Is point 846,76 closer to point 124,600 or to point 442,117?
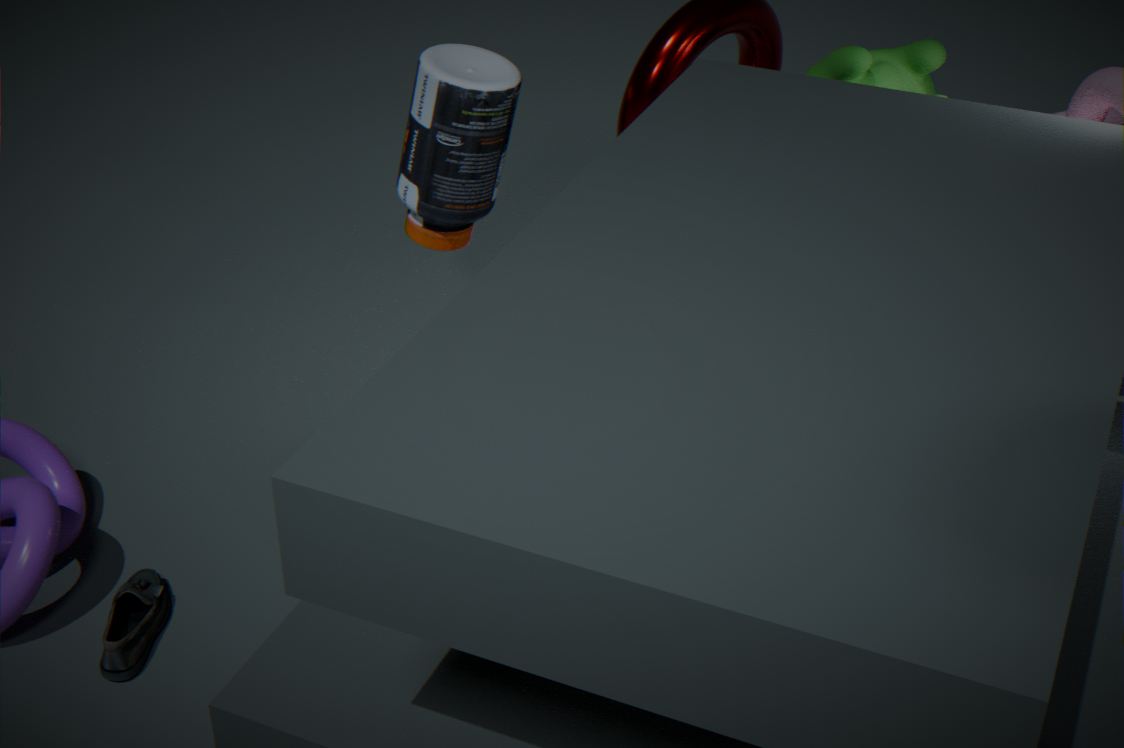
point 442,117
